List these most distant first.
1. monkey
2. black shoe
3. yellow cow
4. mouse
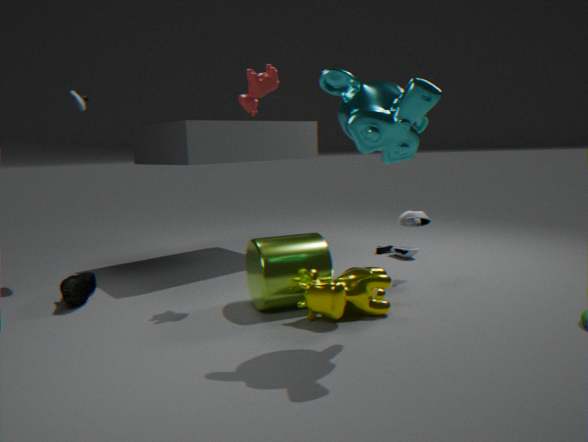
mouse < black shoe < yellow cow < monkey
